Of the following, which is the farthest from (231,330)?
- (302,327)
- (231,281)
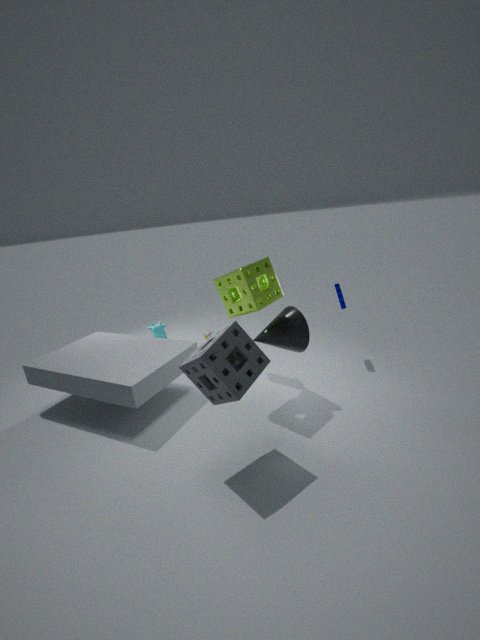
(302,327)
